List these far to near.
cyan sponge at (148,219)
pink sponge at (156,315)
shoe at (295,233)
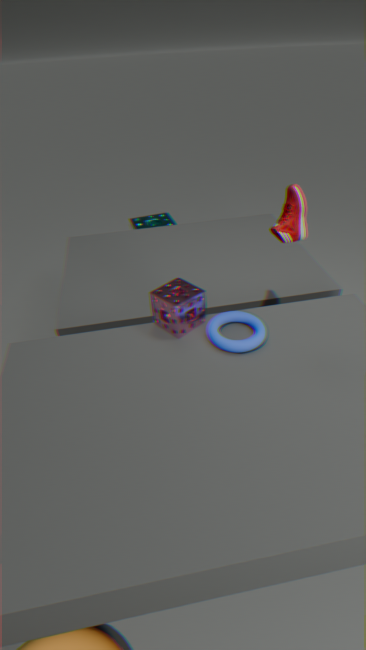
cyan sponge at (148,219)
pink sponge at (156,315)
shoe at (295,233)
